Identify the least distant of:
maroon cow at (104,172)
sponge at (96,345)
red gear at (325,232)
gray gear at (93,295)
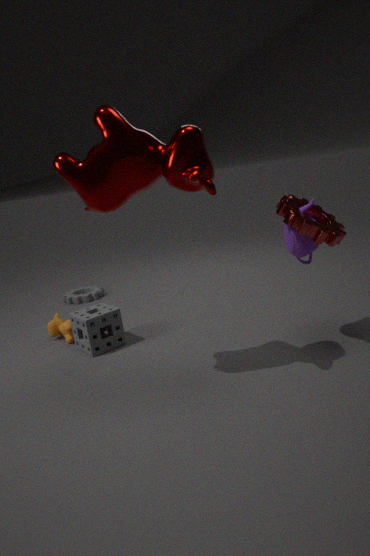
maroon cow at (104,172)
